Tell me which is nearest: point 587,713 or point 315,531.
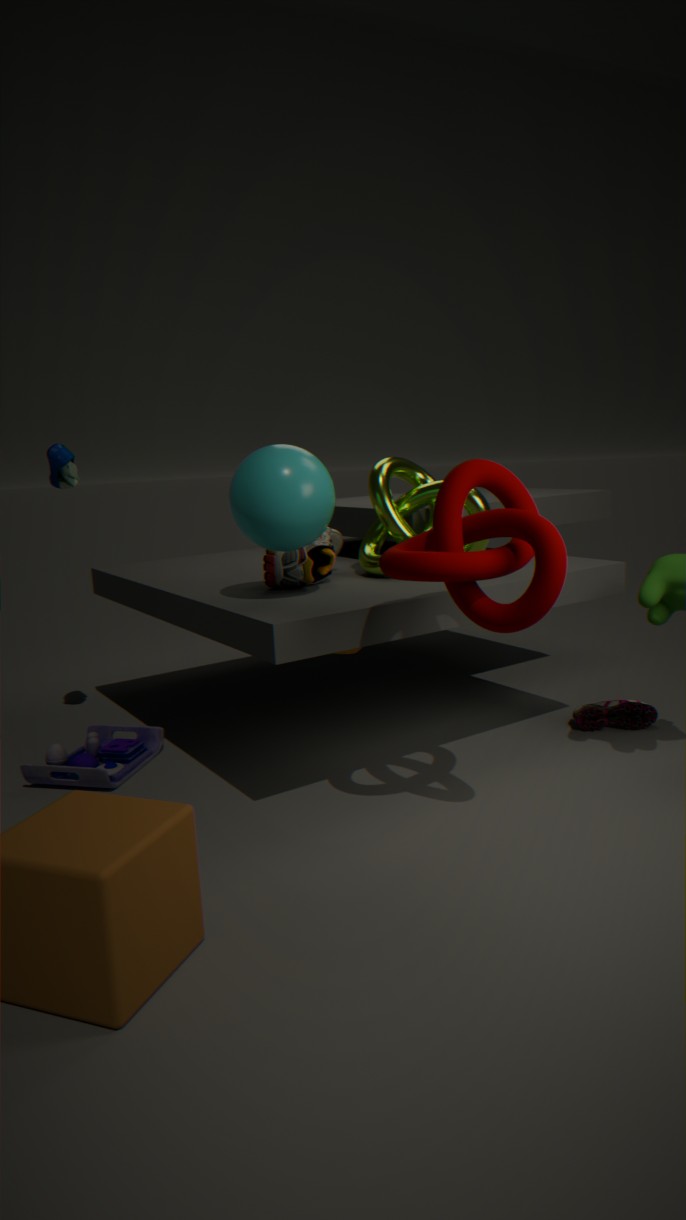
point 315,531
